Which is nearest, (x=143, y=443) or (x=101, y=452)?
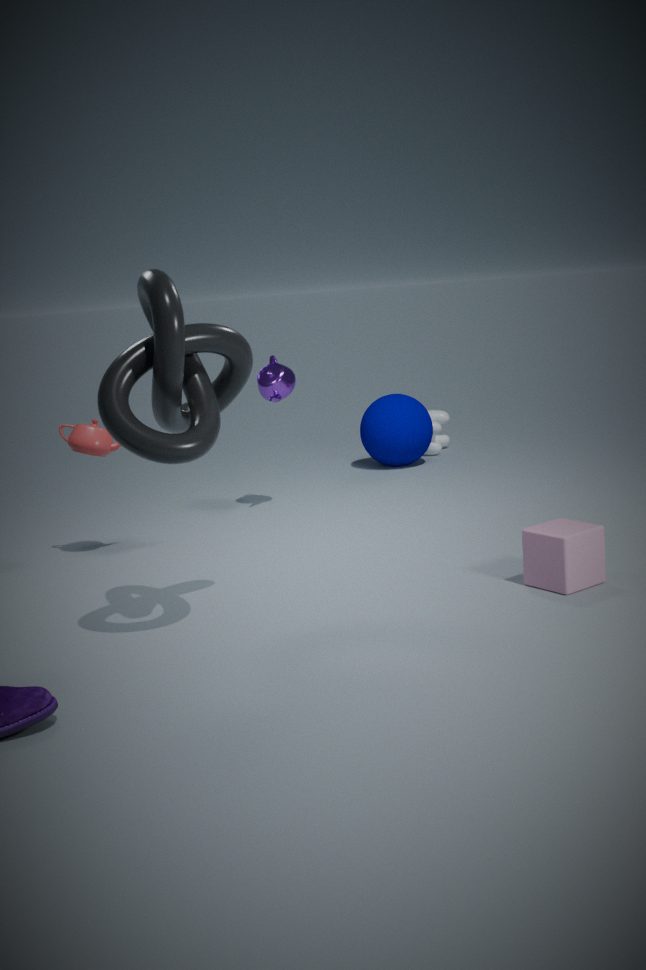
(x=143, y=443)
